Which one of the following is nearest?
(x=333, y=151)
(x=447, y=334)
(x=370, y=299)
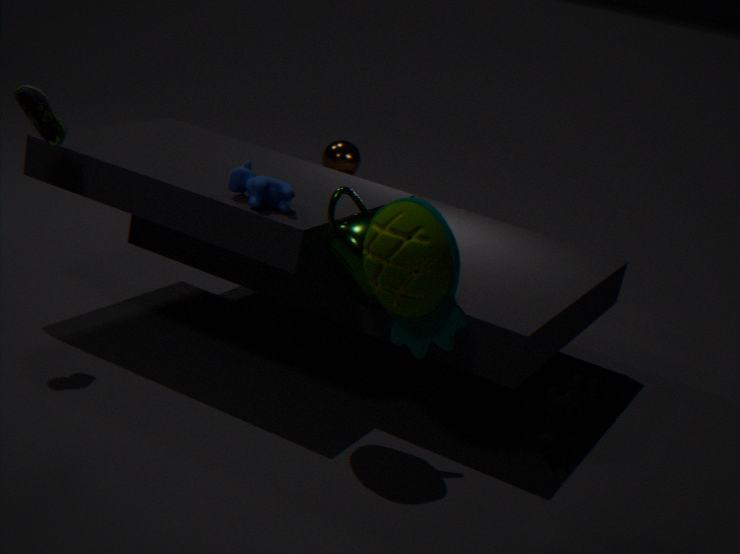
(x=447, y=334)
